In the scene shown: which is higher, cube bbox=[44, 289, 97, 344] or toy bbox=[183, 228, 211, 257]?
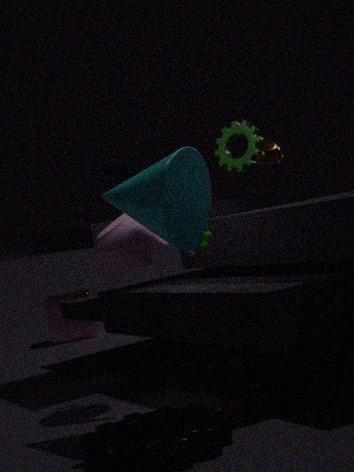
toy bbox=[183, 228, 211, 257]
